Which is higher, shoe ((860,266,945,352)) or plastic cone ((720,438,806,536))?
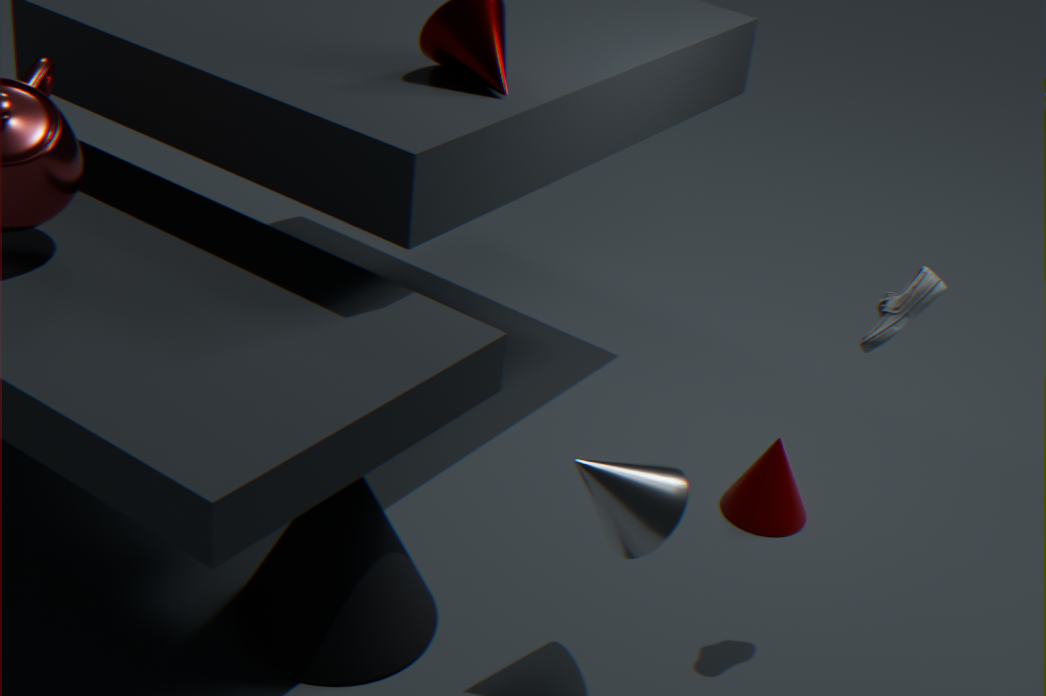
shoe ((860,266,945,352))
